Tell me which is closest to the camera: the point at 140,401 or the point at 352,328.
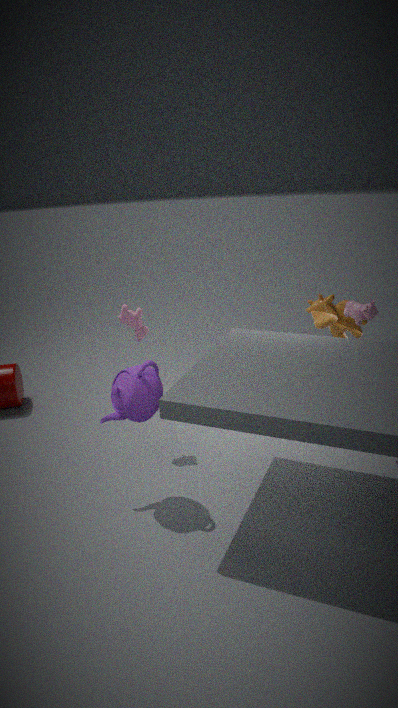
the point at 140,401
